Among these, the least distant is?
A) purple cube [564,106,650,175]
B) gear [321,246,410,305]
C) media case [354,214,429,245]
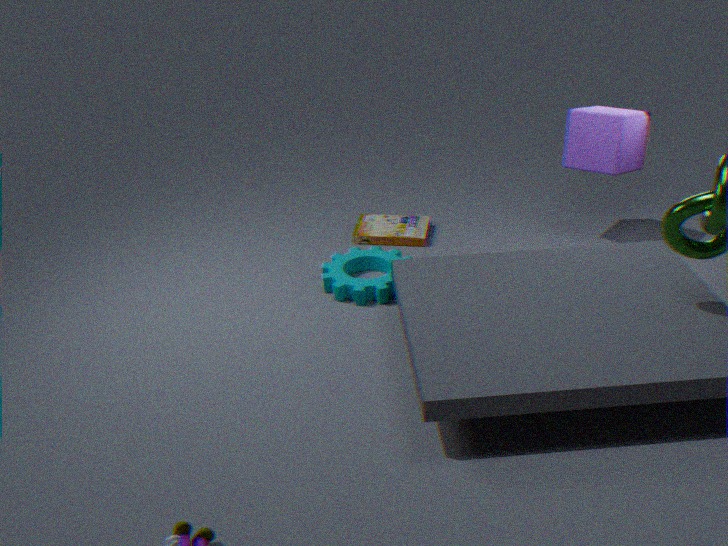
gear [321,246,410,305]
